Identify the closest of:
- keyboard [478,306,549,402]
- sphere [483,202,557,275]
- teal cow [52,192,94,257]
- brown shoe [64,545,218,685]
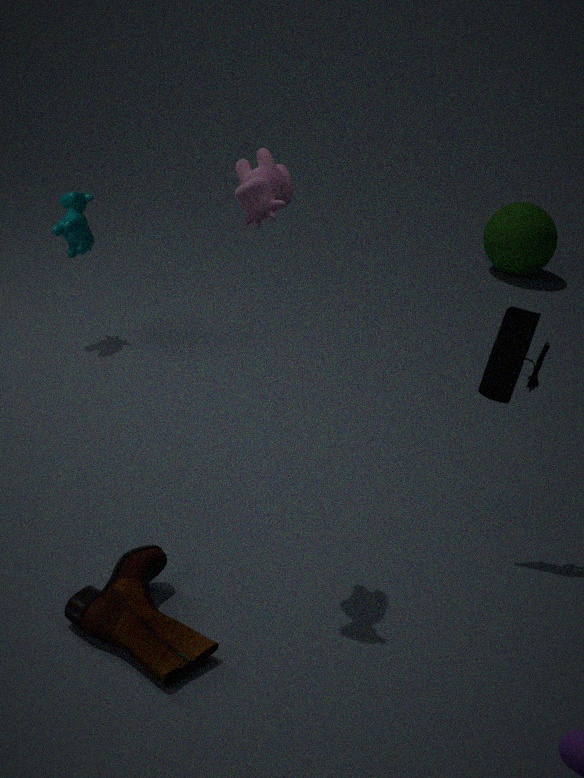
brown shoe [64,545,218,685]
